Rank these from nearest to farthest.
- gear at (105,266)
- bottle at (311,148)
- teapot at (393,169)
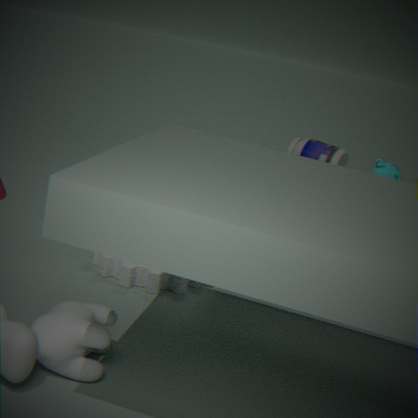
gear at (105,266) < teapot at (393,169) < bottle at (311,148)
